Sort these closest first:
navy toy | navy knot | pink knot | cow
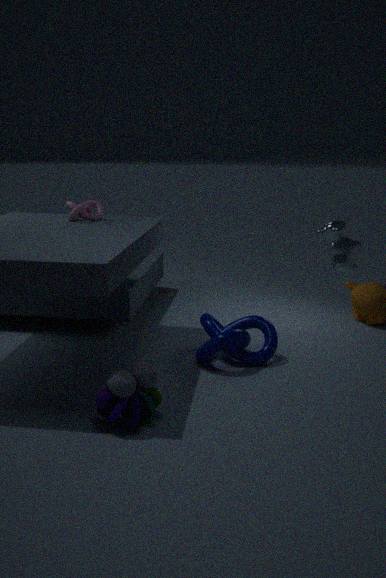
cow
navy toy
navy knot
pink knot
